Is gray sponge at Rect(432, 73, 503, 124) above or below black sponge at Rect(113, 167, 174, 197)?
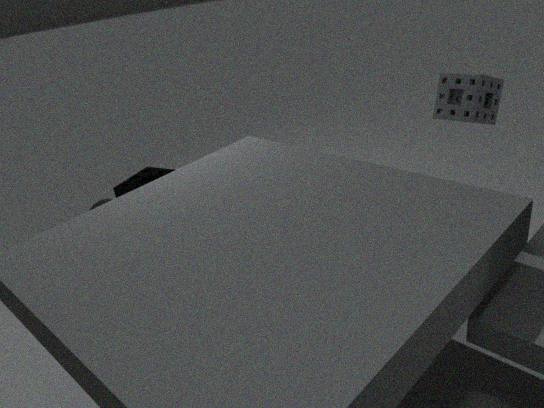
above
